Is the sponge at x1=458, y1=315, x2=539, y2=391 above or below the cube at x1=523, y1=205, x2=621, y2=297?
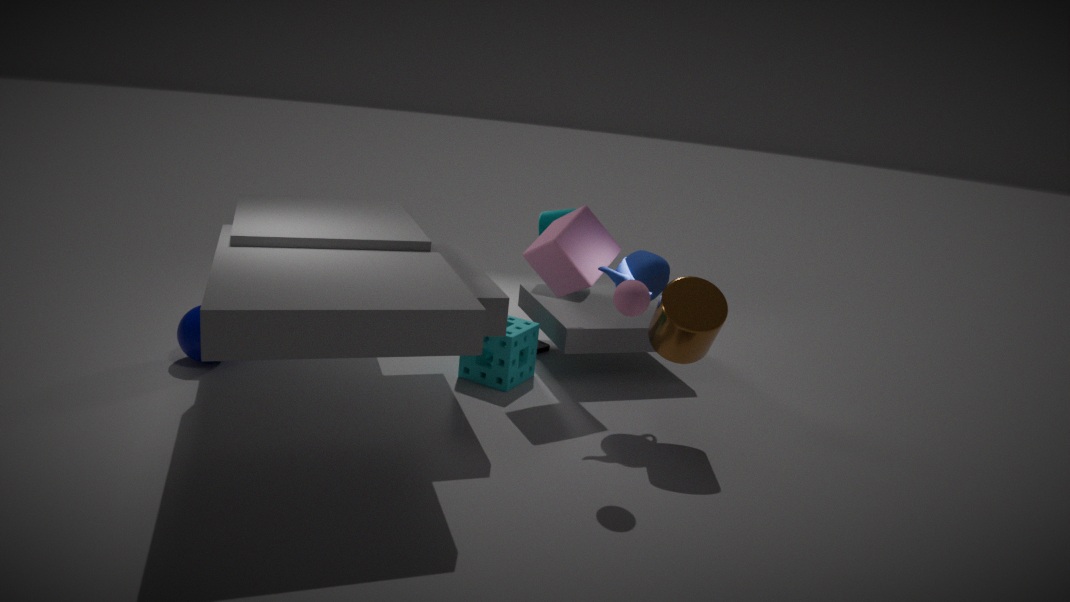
below
